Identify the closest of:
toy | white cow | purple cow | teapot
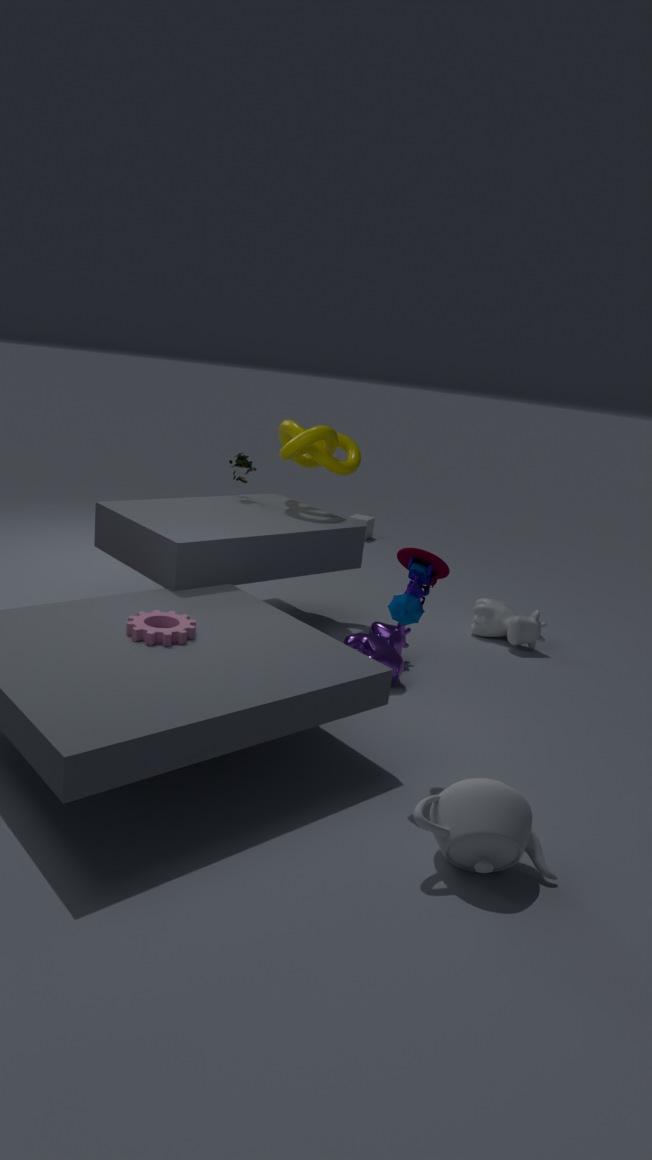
teapot
